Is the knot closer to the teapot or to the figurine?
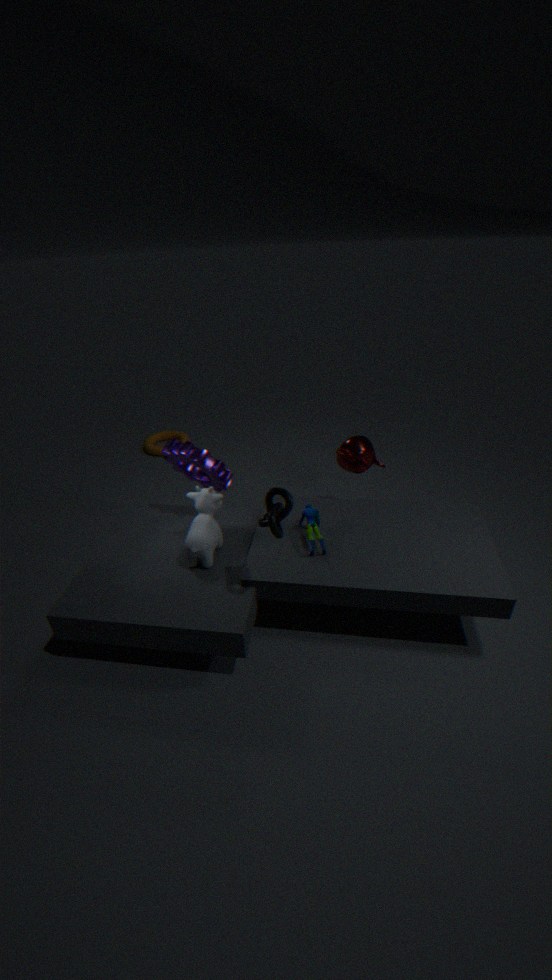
the figurine
